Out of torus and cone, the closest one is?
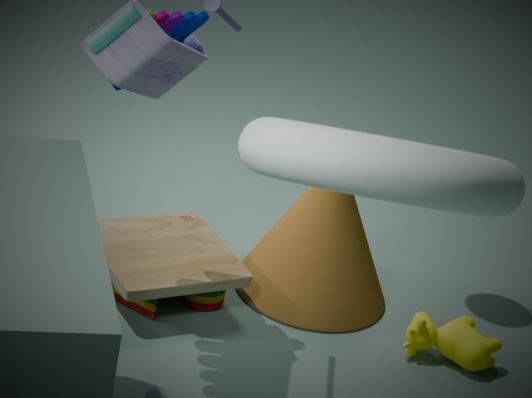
torus
